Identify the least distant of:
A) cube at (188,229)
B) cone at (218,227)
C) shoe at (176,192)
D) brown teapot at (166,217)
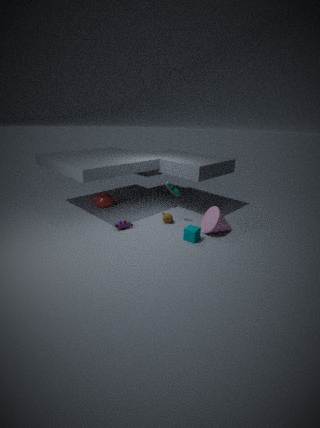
cube at (188,229)
